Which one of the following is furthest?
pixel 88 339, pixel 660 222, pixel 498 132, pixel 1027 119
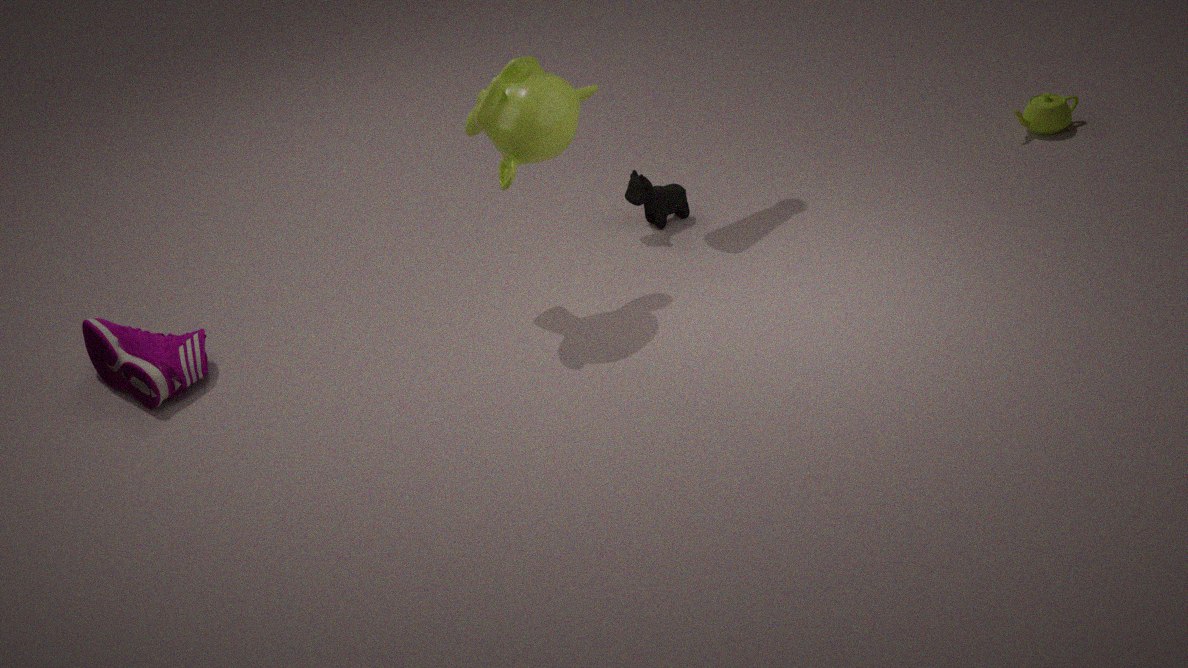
pixel 1027 119
